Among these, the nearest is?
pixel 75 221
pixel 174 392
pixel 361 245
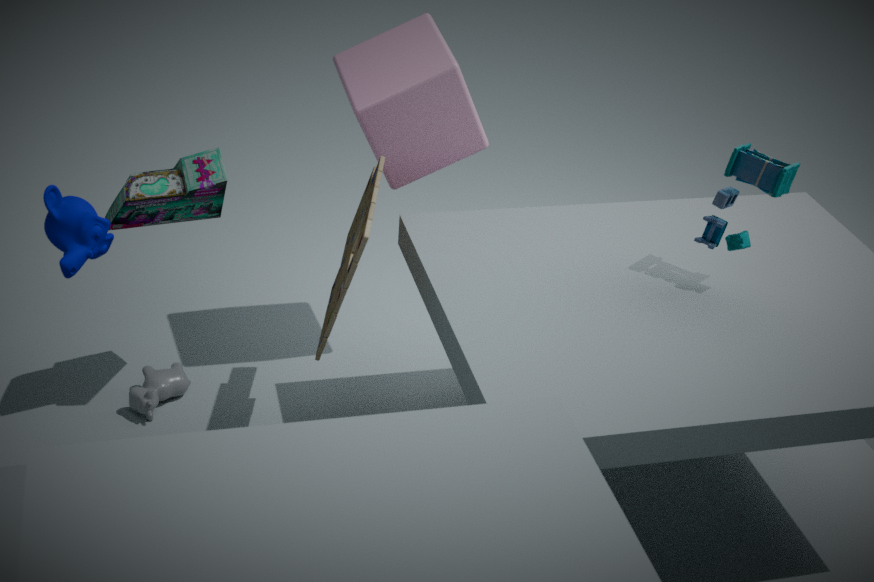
pixel 75 221
